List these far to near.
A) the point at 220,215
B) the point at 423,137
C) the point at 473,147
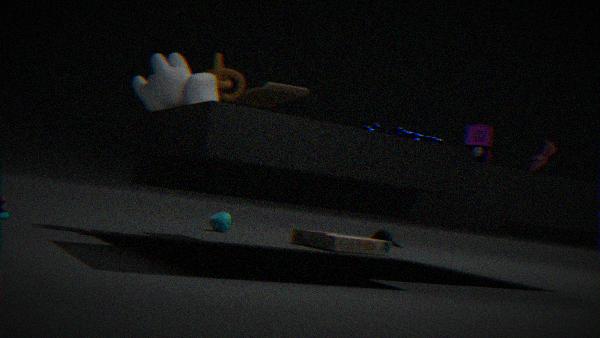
the point at 220,215 → the point at 423,137 → the point at 473,147
